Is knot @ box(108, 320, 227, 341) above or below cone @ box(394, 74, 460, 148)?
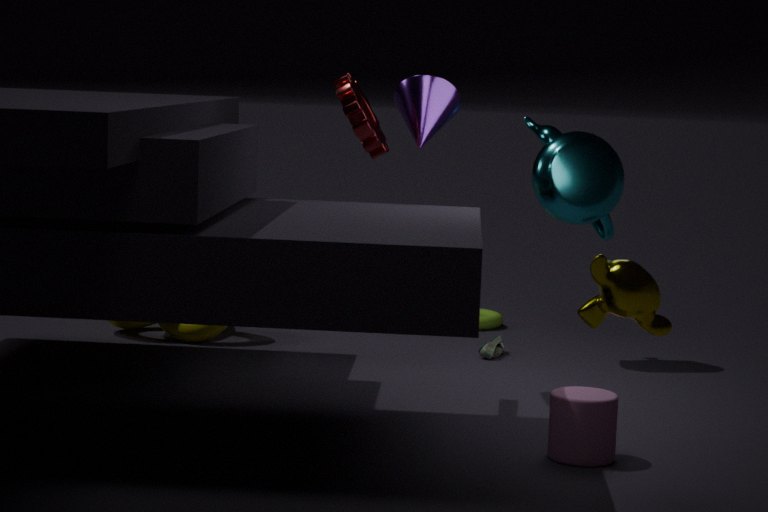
below
